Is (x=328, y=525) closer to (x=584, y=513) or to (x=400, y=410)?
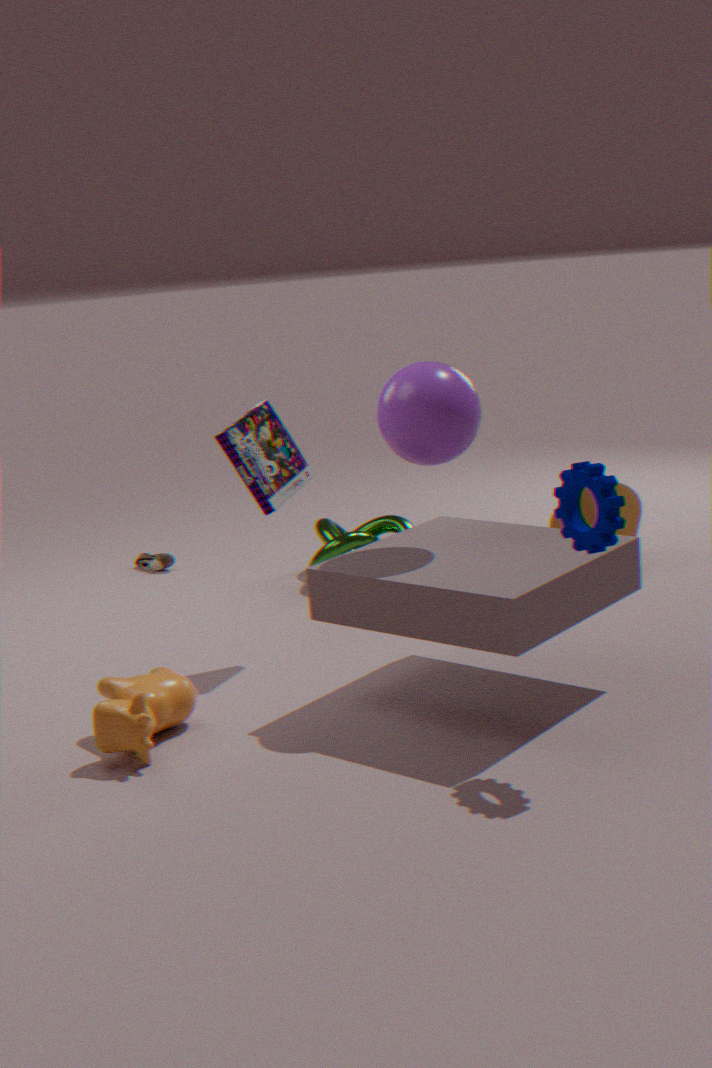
(x=584, y=513)
